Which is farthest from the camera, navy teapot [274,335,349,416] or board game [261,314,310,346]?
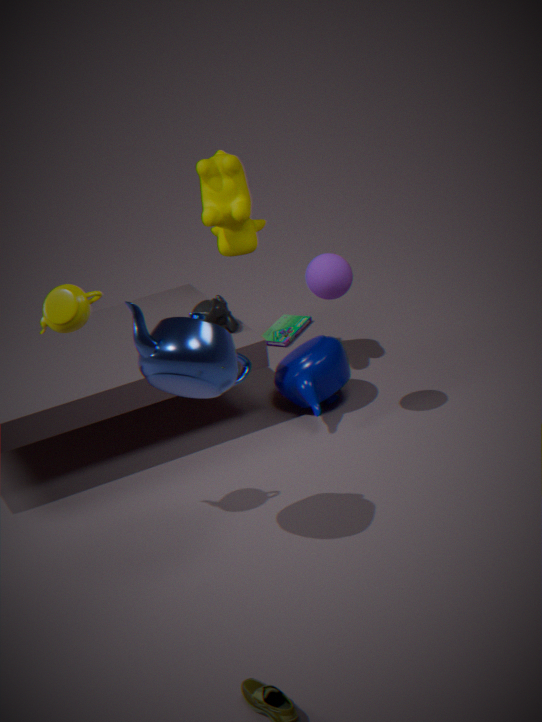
board game [261,314,310,346]
